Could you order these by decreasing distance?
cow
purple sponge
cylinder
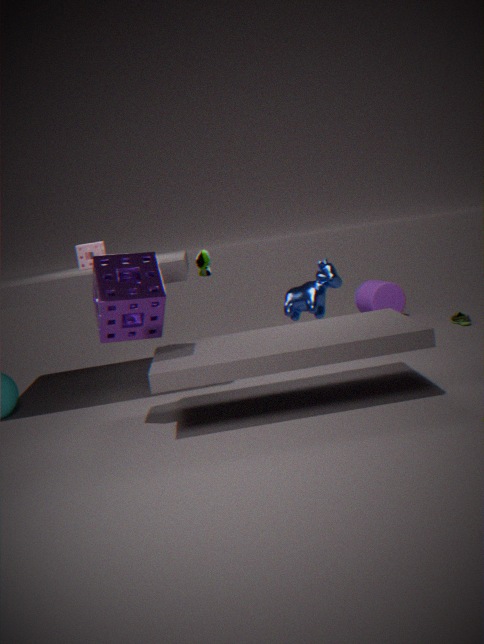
cylinder → cow → purple sponge
